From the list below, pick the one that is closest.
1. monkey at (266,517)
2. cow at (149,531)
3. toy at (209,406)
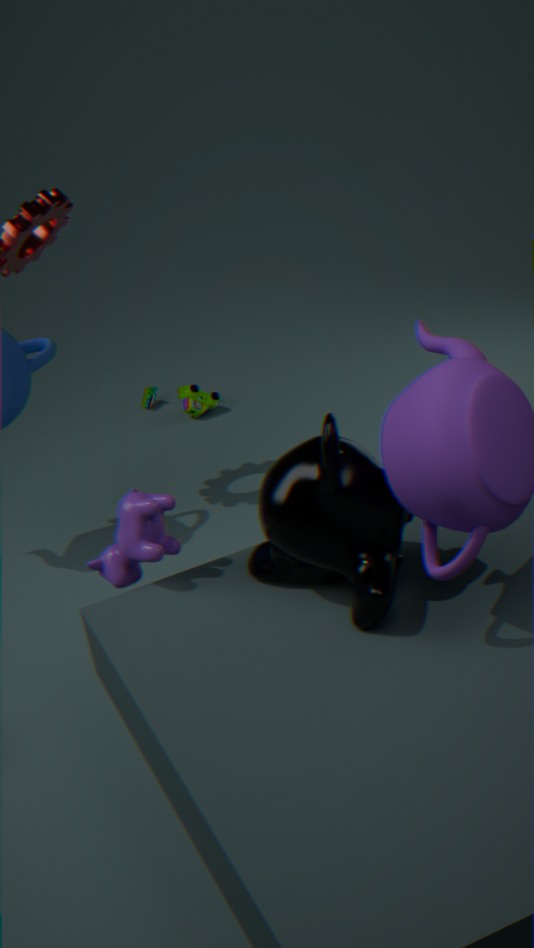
monkey at (266,517)
